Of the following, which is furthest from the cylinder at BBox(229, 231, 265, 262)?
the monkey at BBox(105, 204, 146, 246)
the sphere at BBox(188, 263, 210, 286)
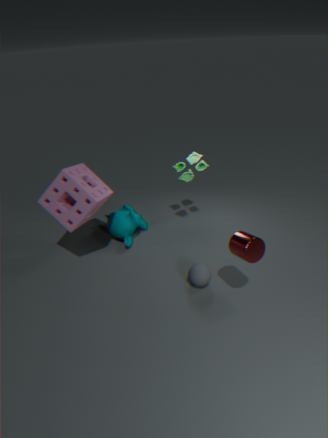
the monkey at BBox(105, 204, 146, 246)
